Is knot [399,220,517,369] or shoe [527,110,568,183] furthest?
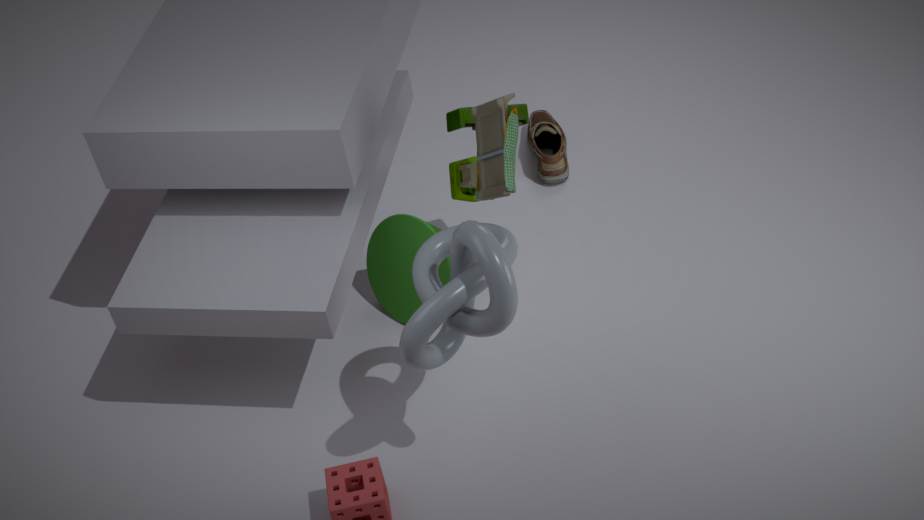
shoe [527,110,568,183]
